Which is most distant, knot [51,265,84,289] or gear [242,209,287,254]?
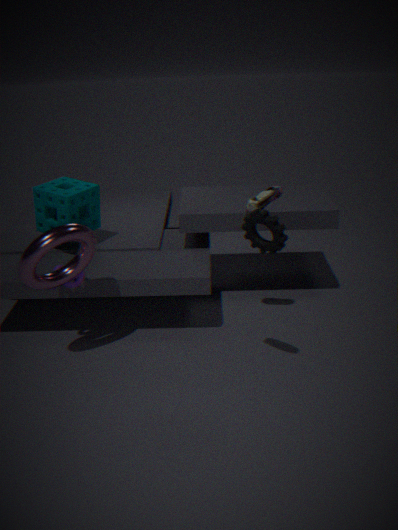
knot [51,265,84,289]
